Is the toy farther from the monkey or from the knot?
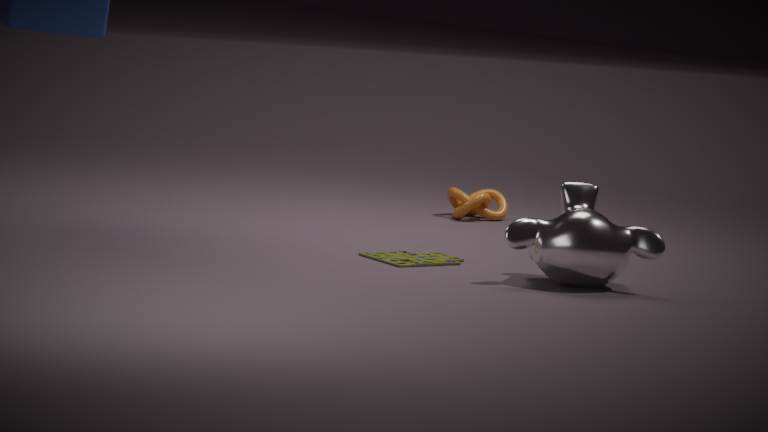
the knot
